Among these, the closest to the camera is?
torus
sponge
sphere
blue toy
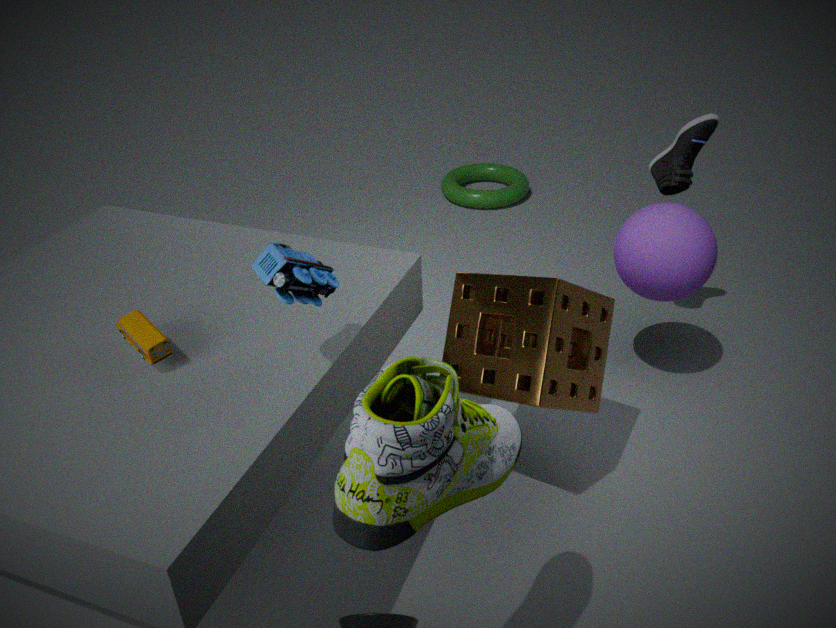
blue toy
